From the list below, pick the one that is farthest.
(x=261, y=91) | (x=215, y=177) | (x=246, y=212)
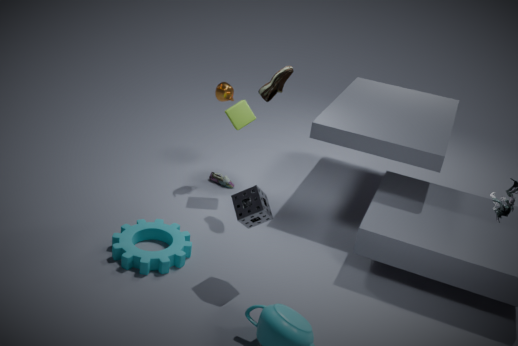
(x=215, y=177)
